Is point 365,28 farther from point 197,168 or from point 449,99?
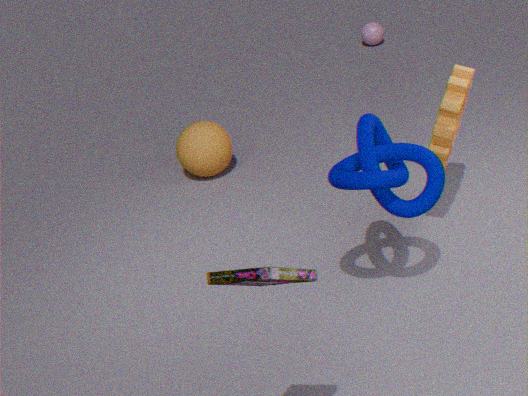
point 449,99
